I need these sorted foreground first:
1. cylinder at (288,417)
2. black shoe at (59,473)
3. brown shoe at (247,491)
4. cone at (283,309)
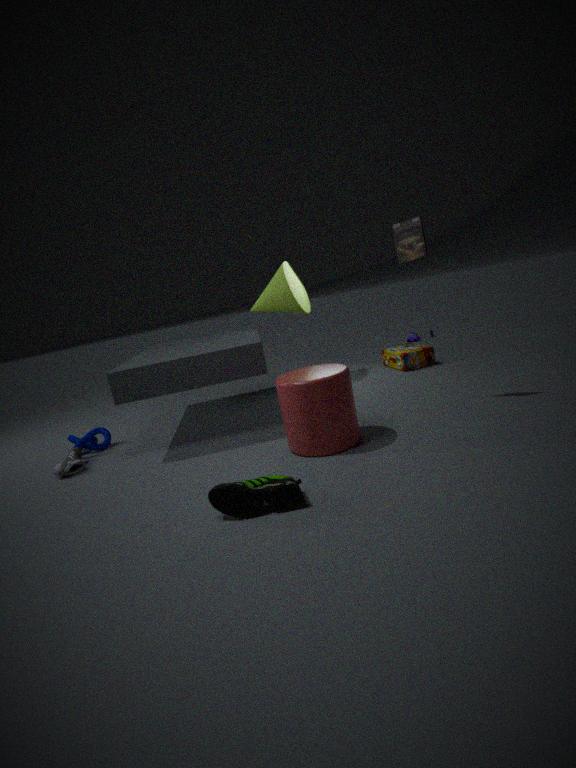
brown shoe at (247,491) < cylinder at (288,417) < black shoe at (59,473) < cone at (283,309)
